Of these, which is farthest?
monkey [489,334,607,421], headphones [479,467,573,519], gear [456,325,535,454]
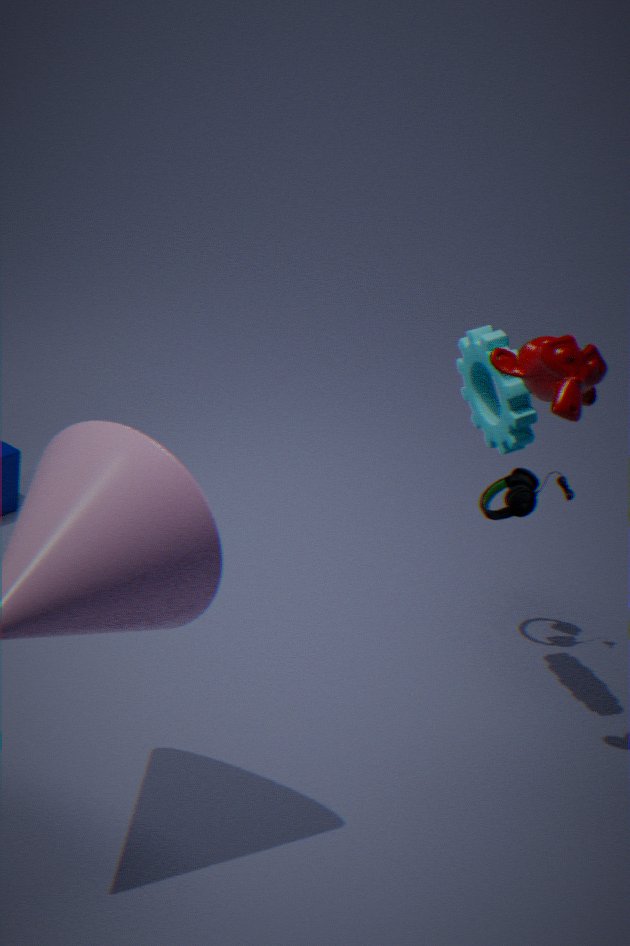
headphones [479,467,573,519]
